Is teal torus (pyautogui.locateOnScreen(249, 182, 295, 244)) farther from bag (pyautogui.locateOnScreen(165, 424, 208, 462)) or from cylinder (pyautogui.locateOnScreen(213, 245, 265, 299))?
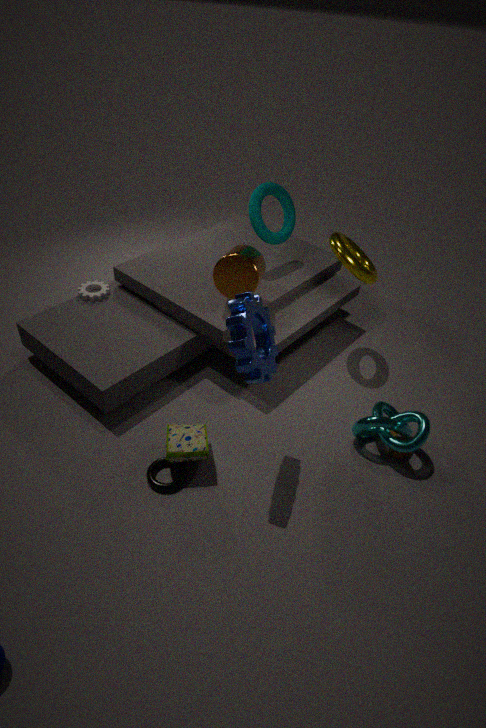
bag (pyautogui.locateOnScreen(165, 424, 208, 462))
